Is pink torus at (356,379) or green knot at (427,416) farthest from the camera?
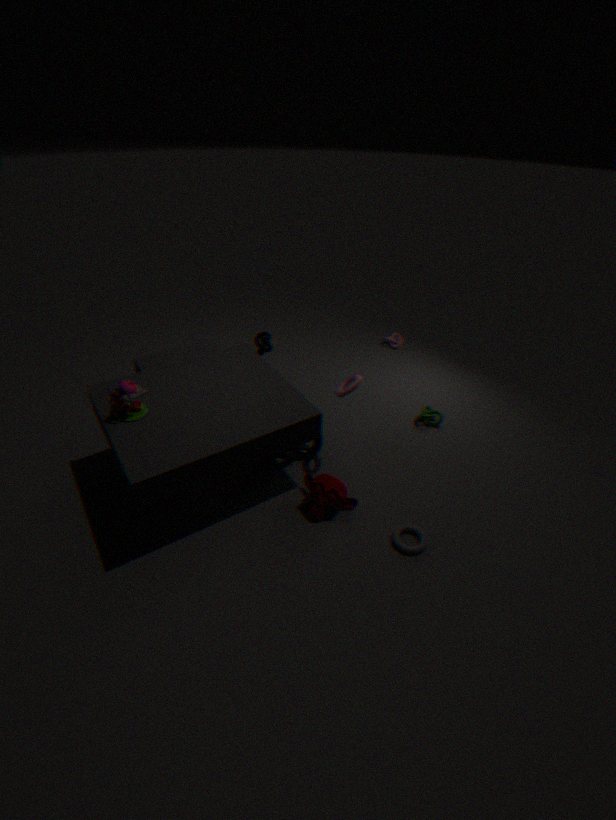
green knot at (427,416)
